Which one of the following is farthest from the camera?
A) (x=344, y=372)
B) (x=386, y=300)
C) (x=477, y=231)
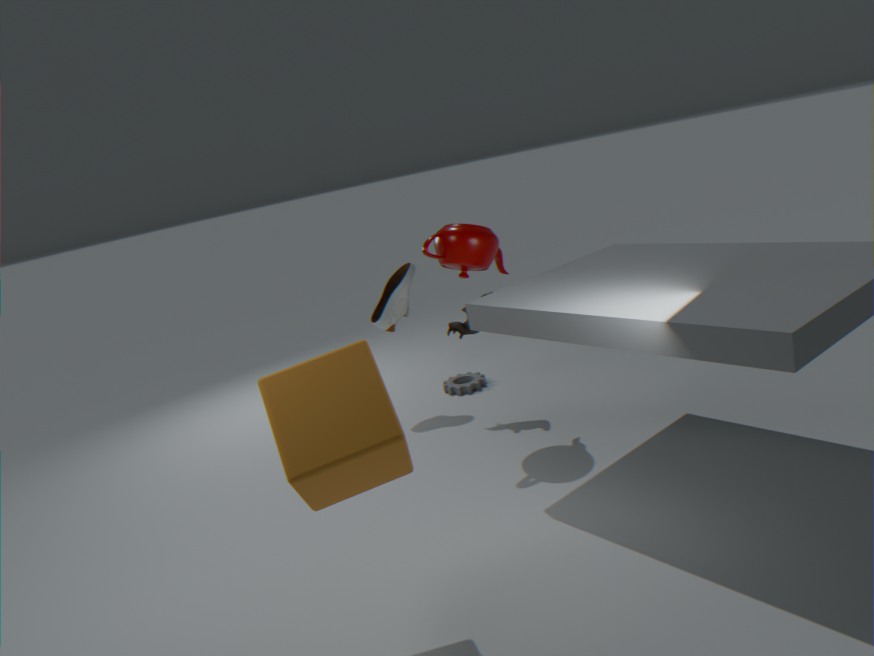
(x=386, y=300)
